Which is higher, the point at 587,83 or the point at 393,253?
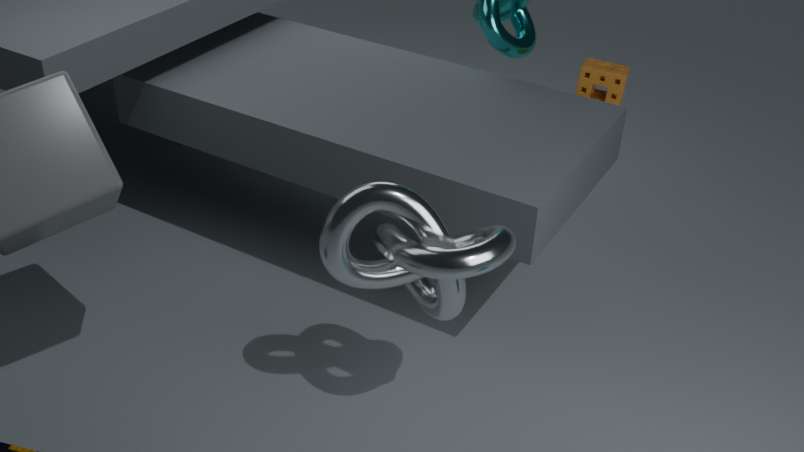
the point at 393,253
